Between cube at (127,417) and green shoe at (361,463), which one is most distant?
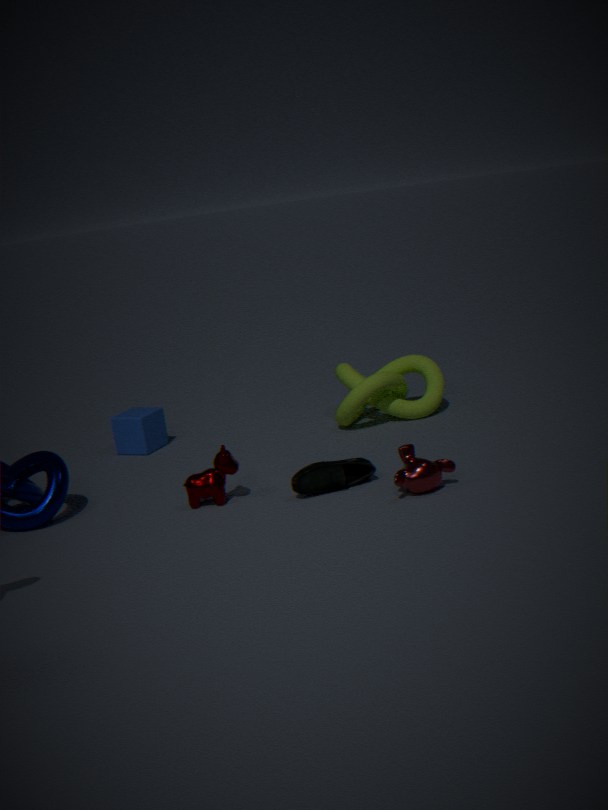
cube at (127,417)
